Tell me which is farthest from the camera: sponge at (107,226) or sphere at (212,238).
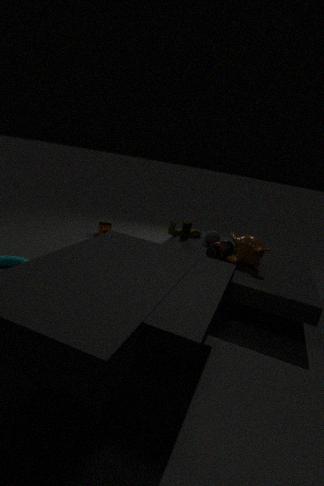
sponge at (107,226)
